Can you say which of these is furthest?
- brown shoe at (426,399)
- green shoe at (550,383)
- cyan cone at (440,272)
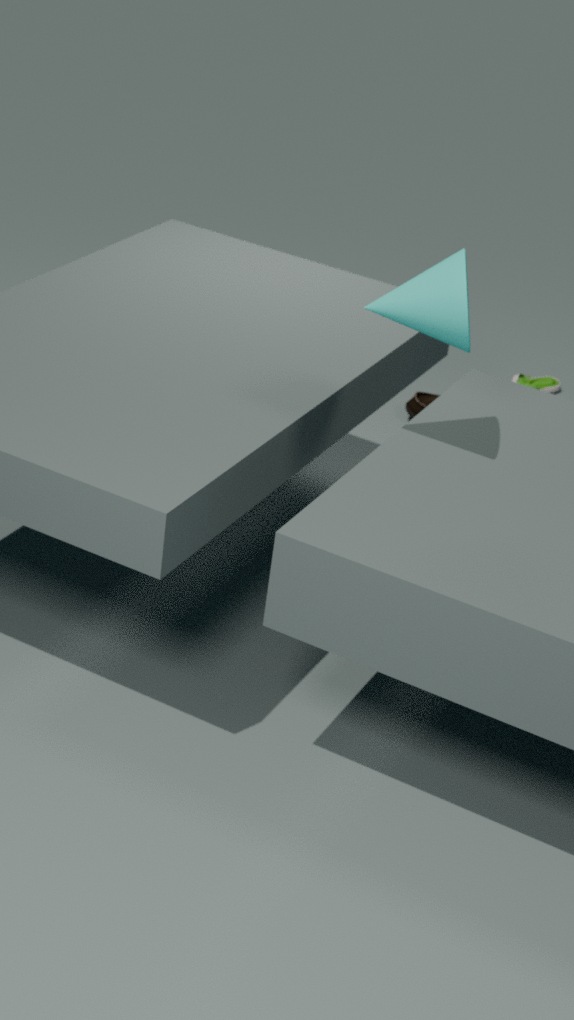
green shoe at (550,383)
